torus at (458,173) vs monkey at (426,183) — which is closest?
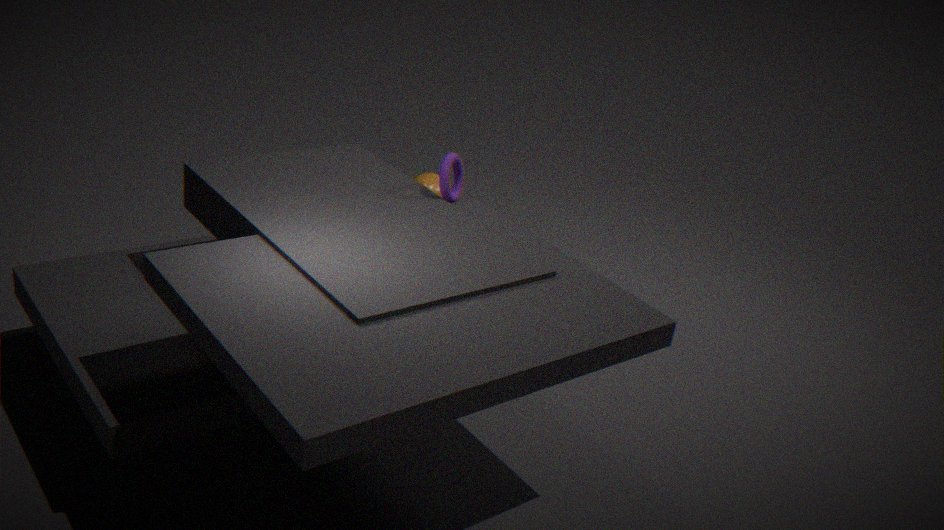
torus at (458,173)
